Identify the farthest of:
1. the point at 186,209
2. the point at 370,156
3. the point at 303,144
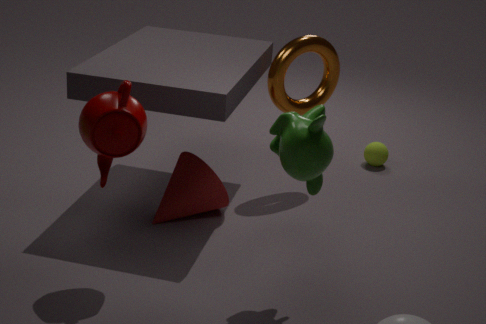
the point at 370,156
